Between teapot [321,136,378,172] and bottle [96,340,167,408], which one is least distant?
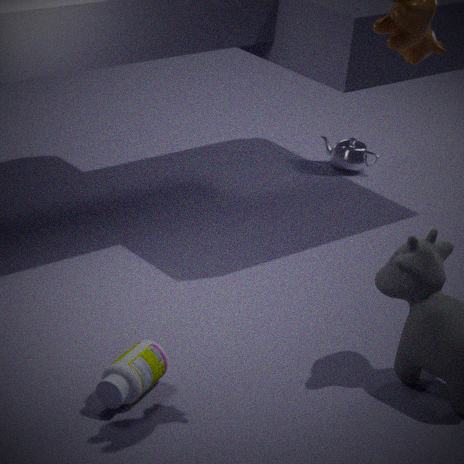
bottle [96,340,167,408]
